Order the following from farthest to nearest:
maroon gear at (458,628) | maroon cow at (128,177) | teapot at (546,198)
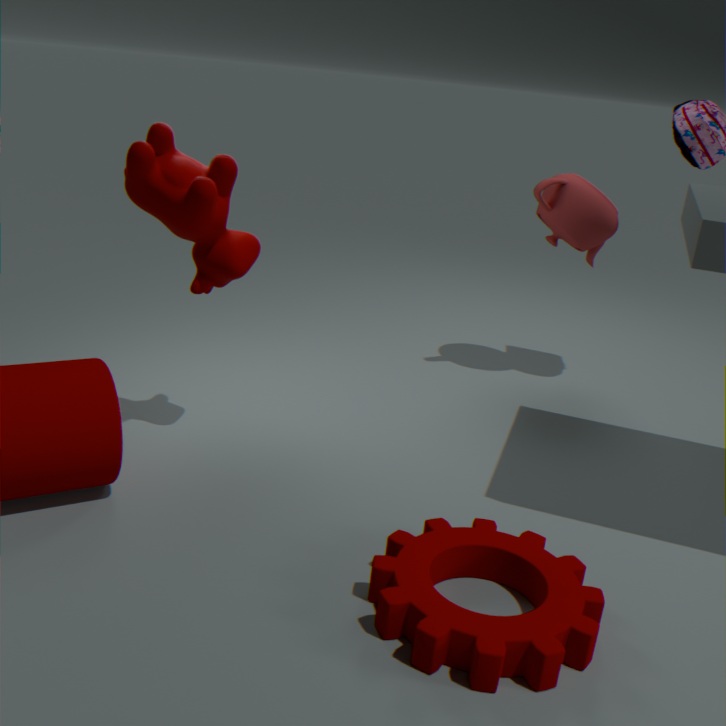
teapot at (546,198), maroon cow at (128,177), maroon gear at (458,628)
